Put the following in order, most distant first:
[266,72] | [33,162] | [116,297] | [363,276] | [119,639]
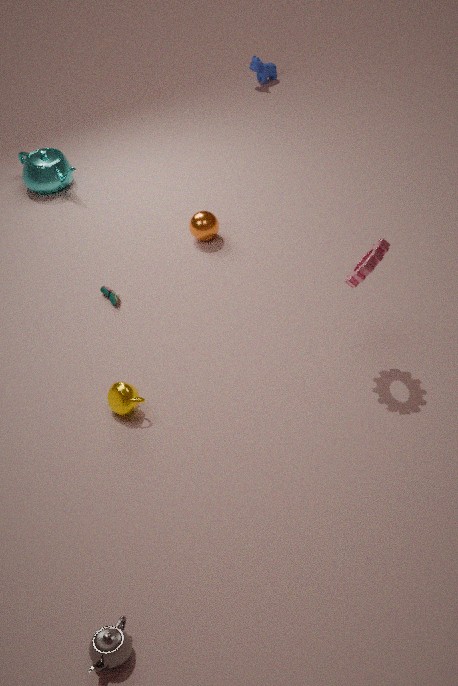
[266,72], [33,162], [116,297], [363,276], [119,639]
